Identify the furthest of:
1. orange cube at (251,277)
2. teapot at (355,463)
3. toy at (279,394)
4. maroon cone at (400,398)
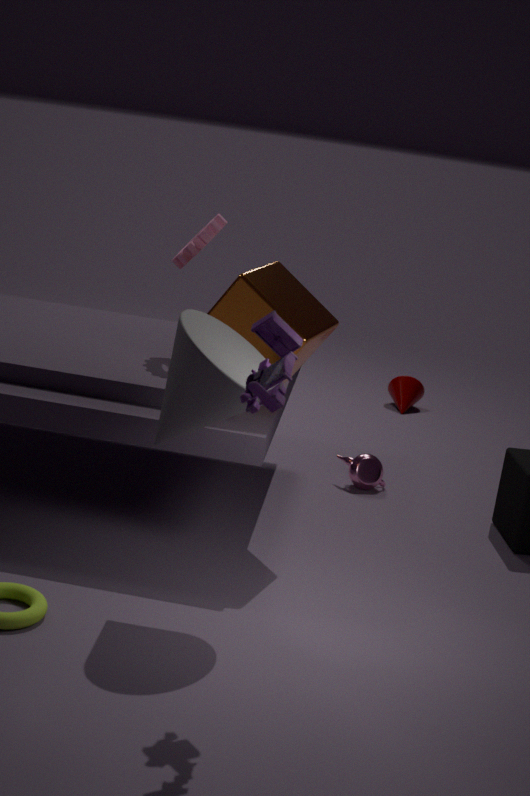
maroon cone at (400,398)
